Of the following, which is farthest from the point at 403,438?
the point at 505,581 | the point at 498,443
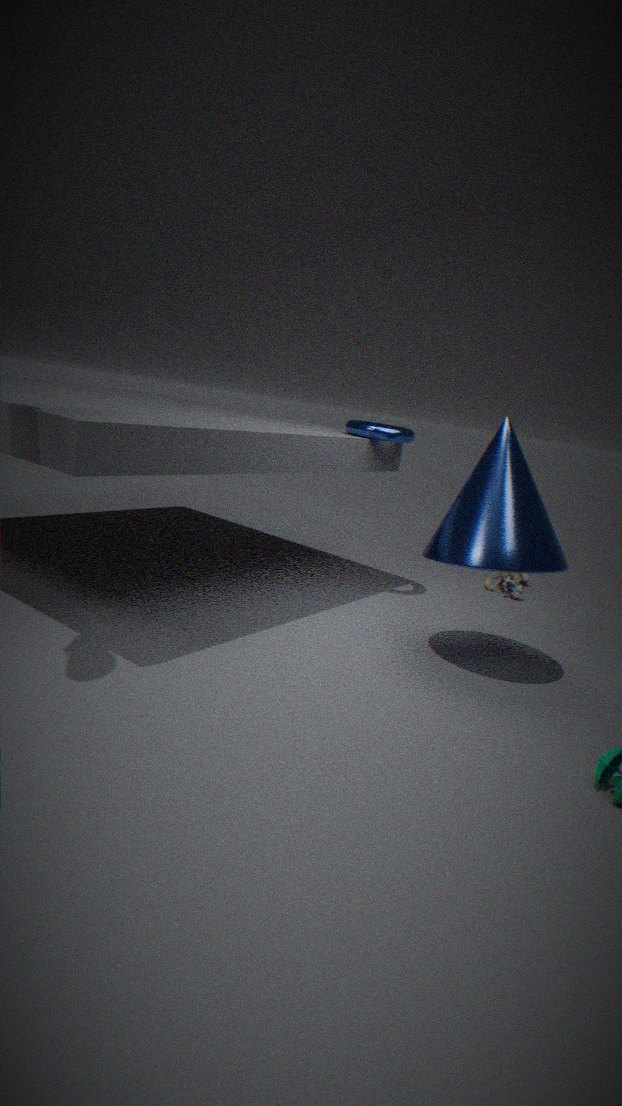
the point at 505,581
